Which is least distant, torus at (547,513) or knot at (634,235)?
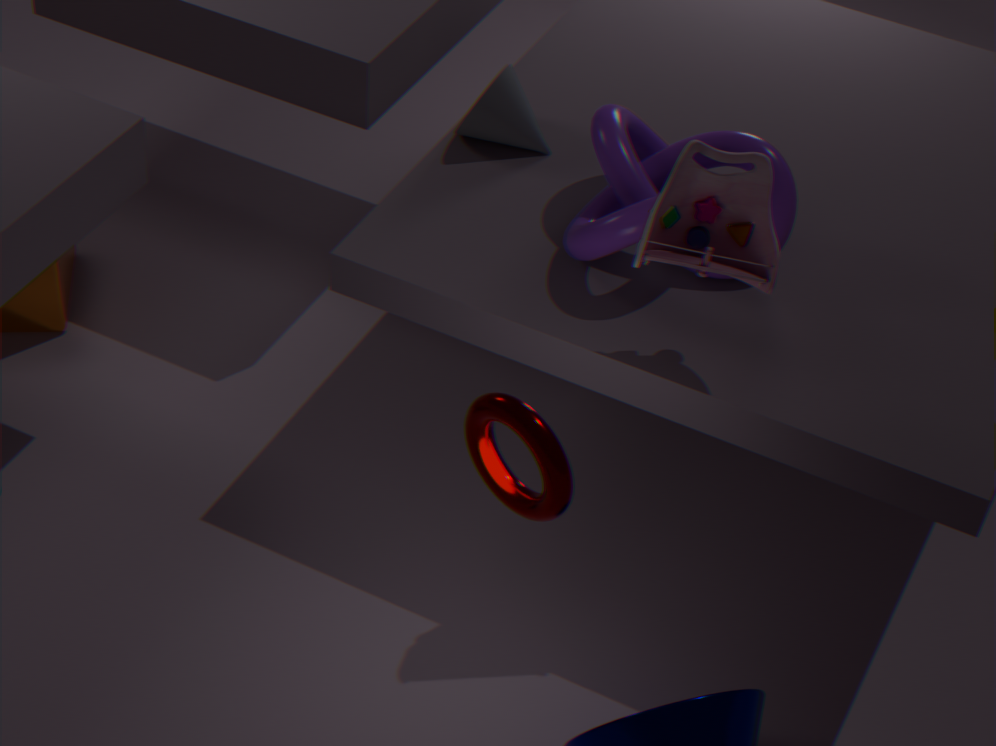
torus at (547,513)
